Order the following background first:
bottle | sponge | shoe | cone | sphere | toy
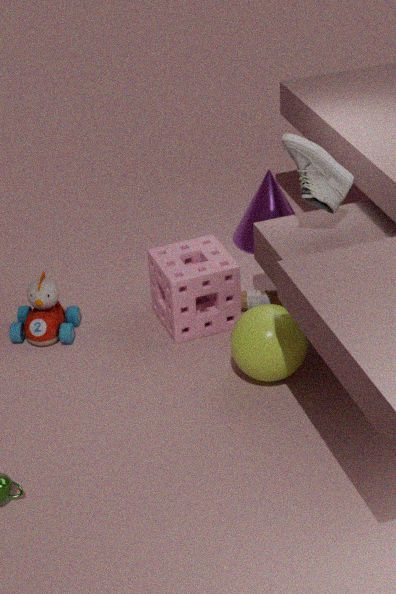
cone < bottle < toy < sponge < shoe < sphere
